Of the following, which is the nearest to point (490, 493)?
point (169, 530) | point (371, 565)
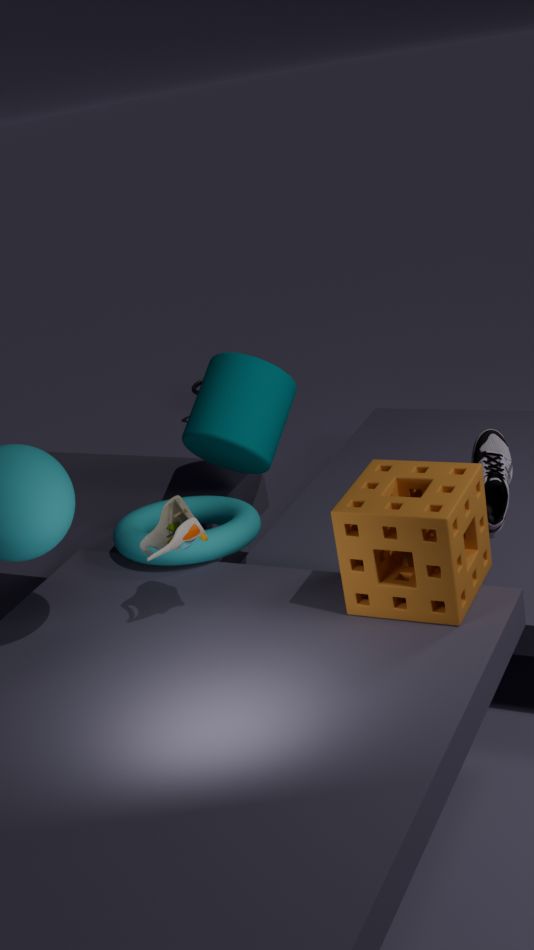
point (371, 565)
